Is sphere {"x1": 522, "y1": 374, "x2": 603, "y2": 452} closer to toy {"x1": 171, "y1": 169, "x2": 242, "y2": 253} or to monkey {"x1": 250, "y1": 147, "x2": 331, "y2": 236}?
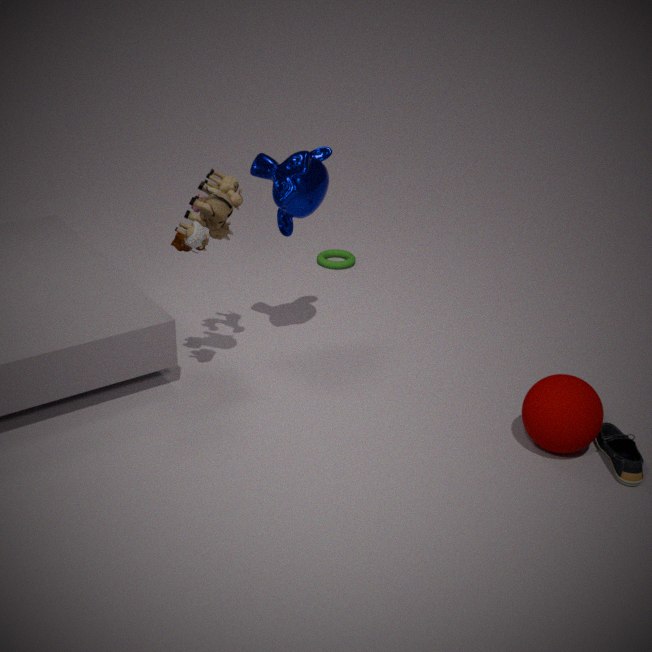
monkey {"x1": 250, "y1": 147, "x2": 331, "y2": 236}
